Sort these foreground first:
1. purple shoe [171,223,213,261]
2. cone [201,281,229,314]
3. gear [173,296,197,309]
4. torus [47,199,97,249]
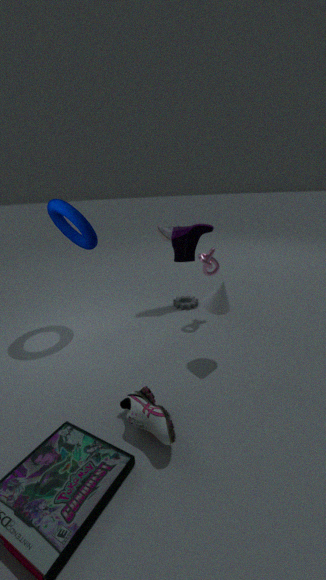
purple shoe [171,223,213,261] → cone [201,281,229,314] → torus [47,199,97,249] → gear [173,296,197,309]
